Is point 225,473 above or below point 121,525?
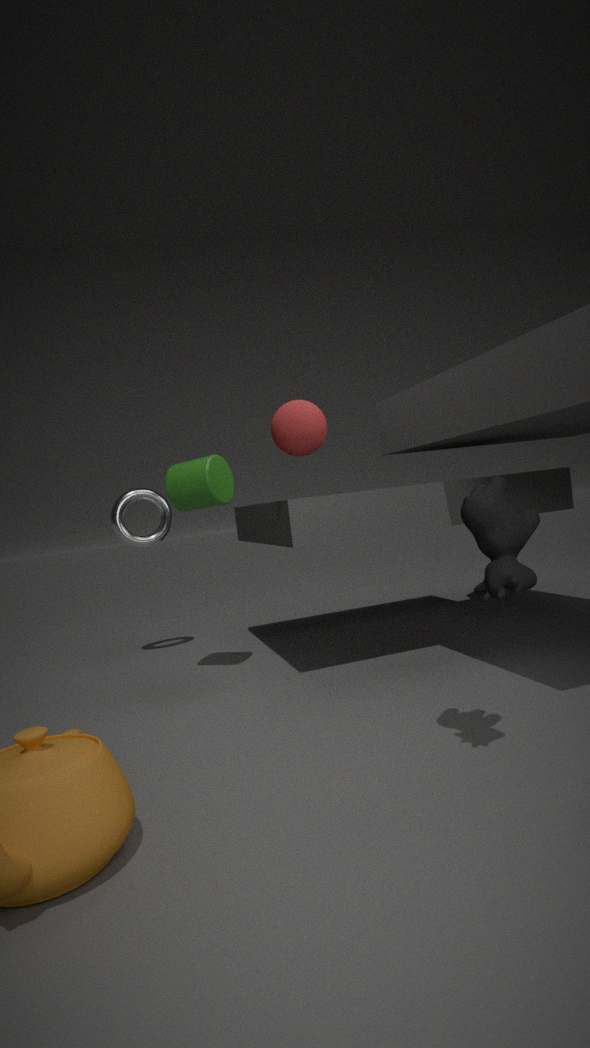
above
